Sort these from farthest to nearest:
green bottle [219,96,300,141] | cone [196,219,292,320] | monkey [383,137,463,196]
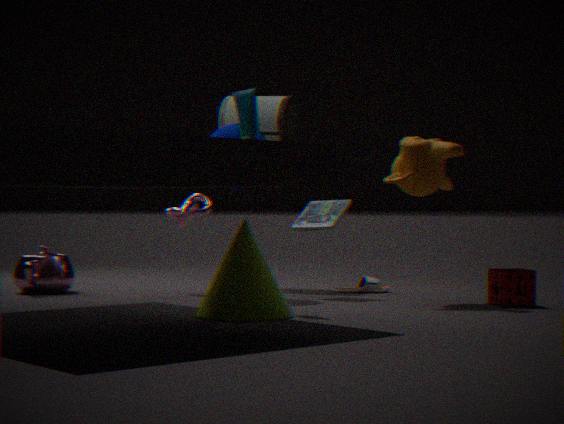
1. green bottle [219,96,300,141]
2. monkey [383,137,463,196]
3. cone [196,219,292,320]
